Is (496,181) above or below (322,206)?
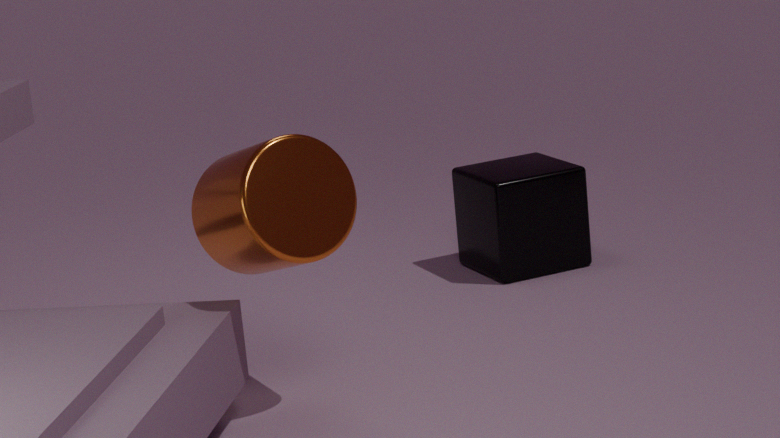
below
